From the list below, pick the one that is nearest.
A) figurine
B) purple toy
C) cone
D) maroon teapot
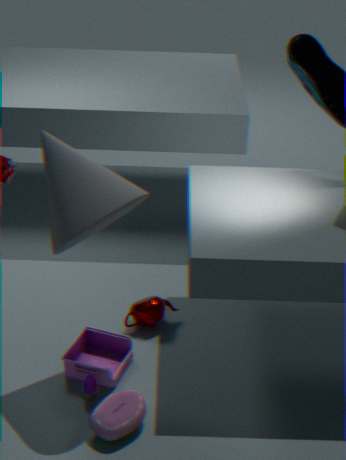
cone
